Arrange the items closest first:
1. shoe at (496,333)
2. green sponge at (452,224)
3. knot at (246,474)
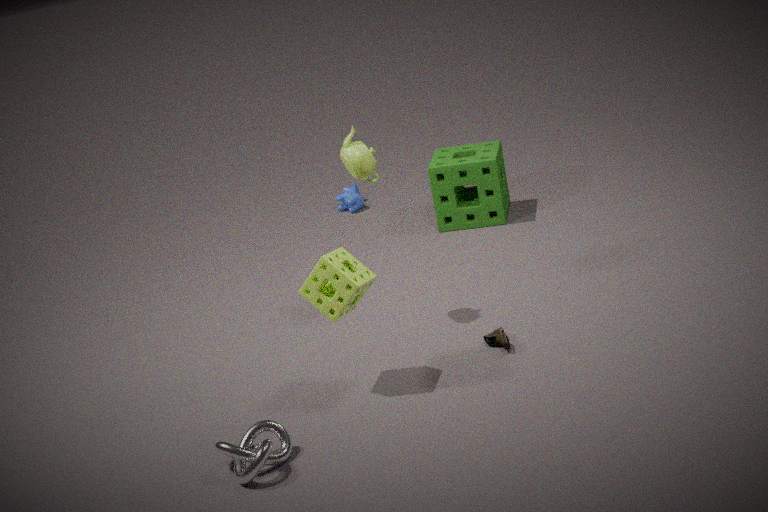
knot at (246,474) → shoe at (496,333) → green sponge at (452,224)
